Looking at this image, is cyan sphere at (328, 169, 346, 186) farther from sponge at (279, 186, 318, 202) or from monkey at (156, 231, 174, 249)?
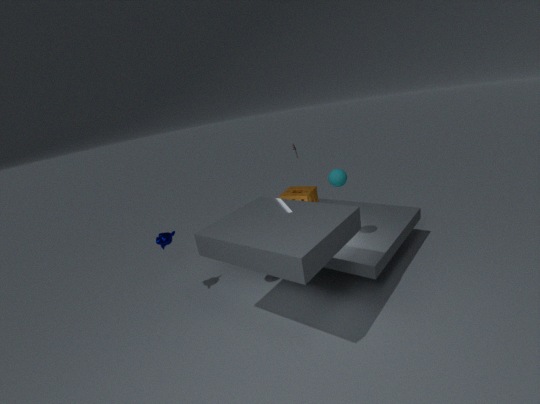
monkey at (156, 231, 174, 249)
